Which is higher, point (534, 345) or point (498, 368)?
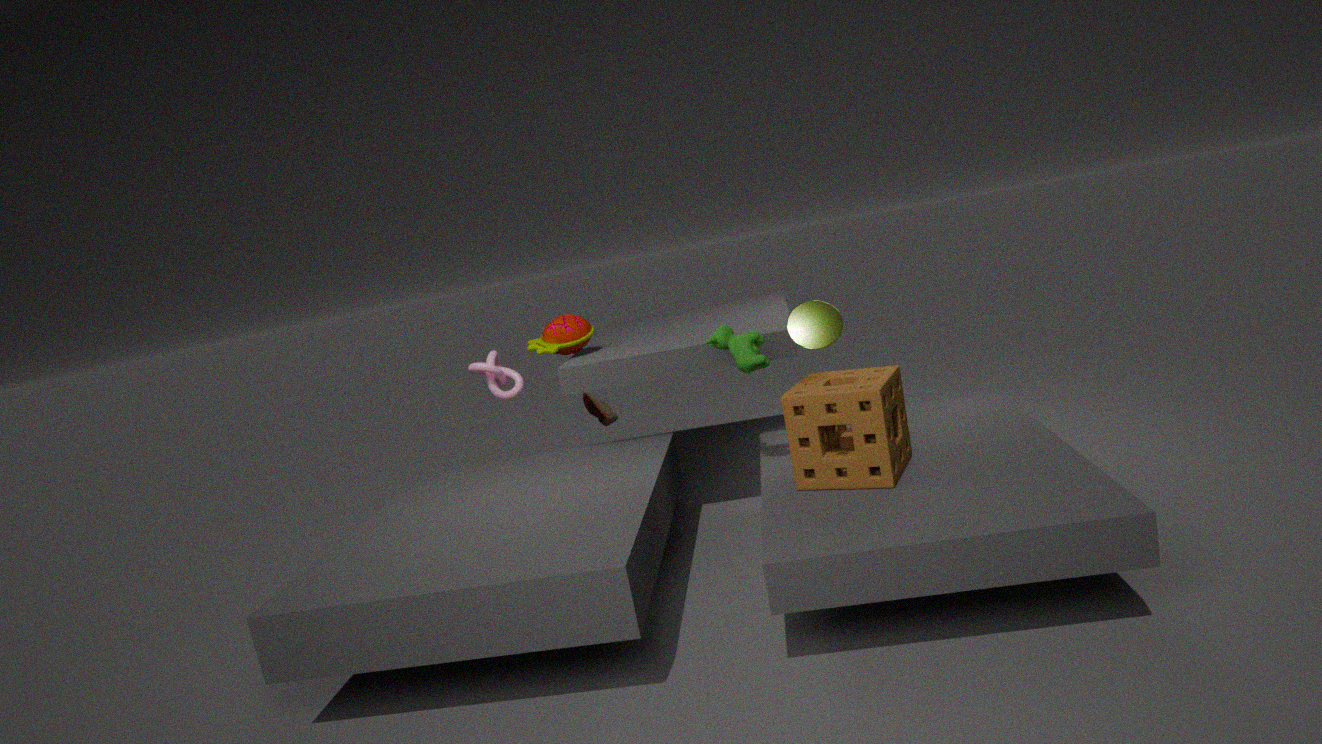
point (534, 345)
